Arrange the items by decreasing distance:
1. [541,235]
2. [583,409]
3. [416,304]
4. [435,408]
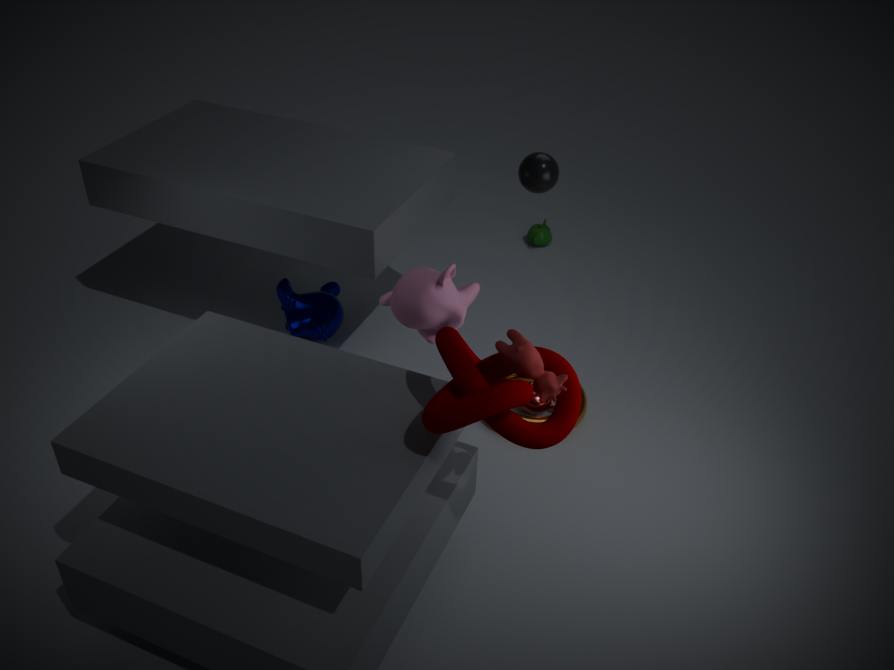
[541,235], [583,409], [416,304], [435,408]
